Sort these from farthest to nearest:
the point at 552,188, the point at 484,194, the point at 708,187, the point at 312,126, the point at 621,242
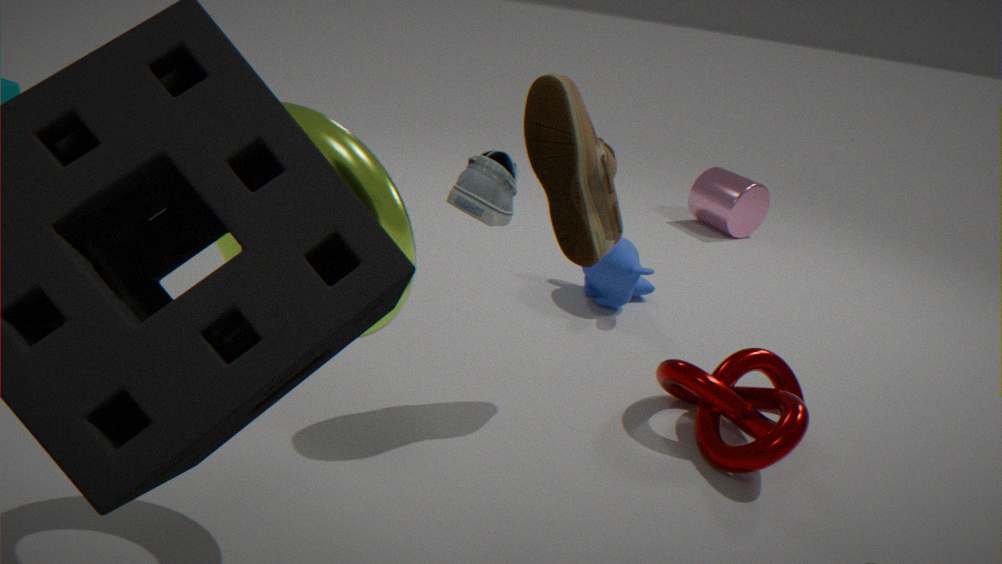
the point at 708,187 < the point at 621,242 < the point at 552,188 < the point at 312,126 < the point at 484,194
